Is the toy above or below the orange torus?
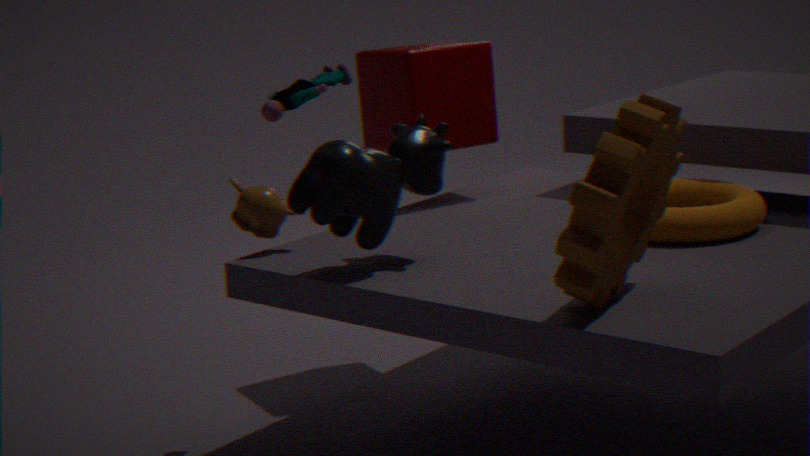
above
